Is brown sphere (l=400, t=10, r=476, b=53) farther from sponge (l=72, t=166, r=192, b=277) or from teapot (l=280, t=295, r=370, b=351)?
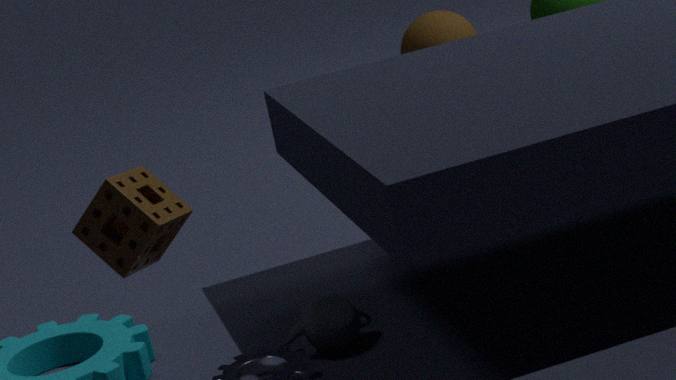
sponge (l=72, t=166, r=192, b=277)
